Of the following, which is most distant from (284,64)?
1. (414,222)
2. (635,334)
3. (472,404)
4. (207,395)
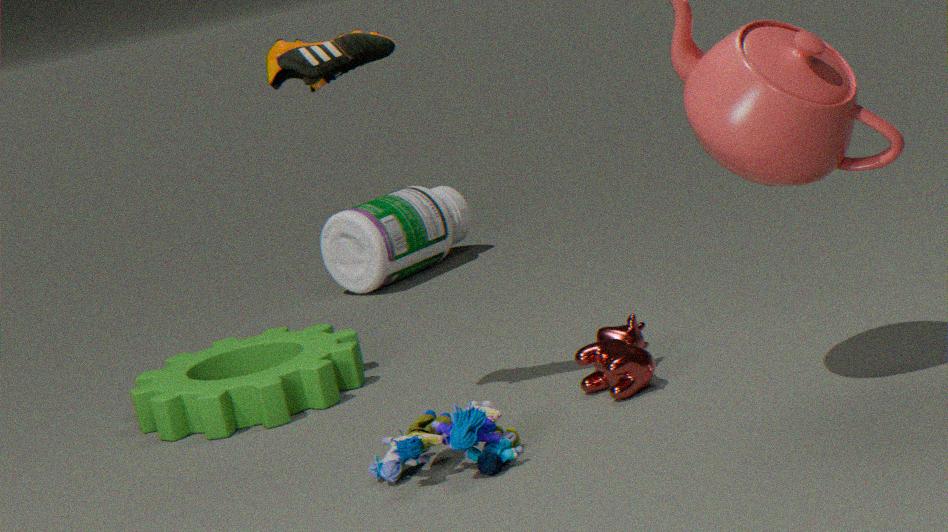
(414,222)
